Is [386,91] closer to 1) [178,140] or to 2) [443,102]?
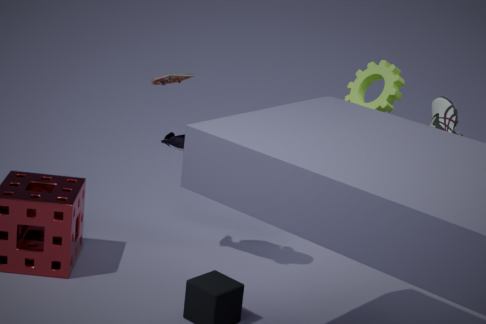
2) [443,102]
